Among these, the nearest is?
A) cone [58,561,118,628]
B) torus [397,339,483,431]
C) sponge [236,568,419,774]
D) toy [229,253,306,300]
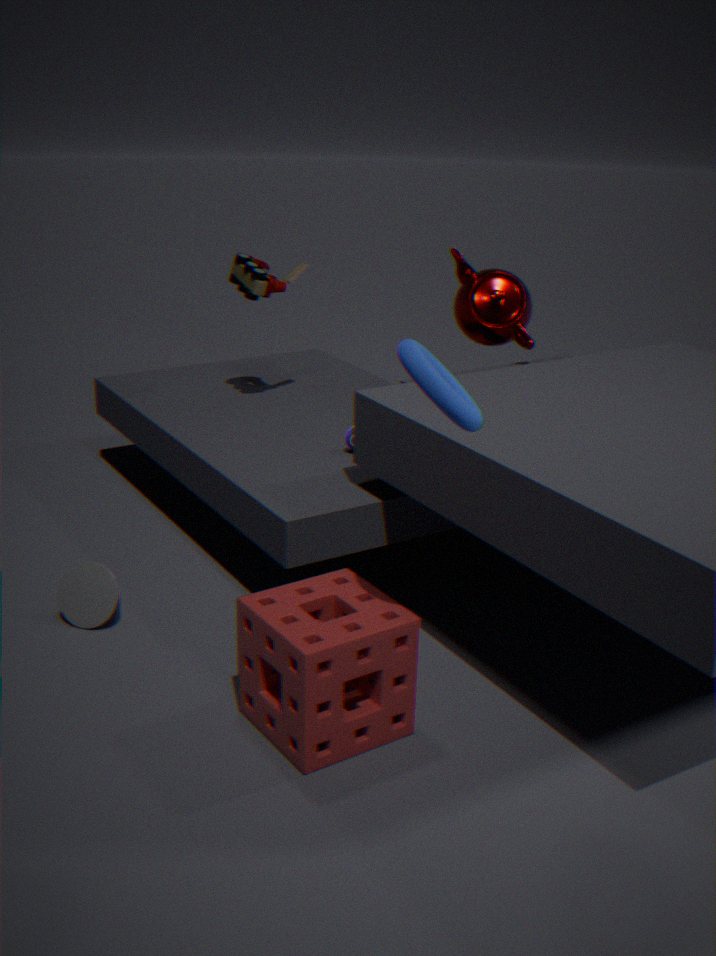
torus [397,339,483,431]
